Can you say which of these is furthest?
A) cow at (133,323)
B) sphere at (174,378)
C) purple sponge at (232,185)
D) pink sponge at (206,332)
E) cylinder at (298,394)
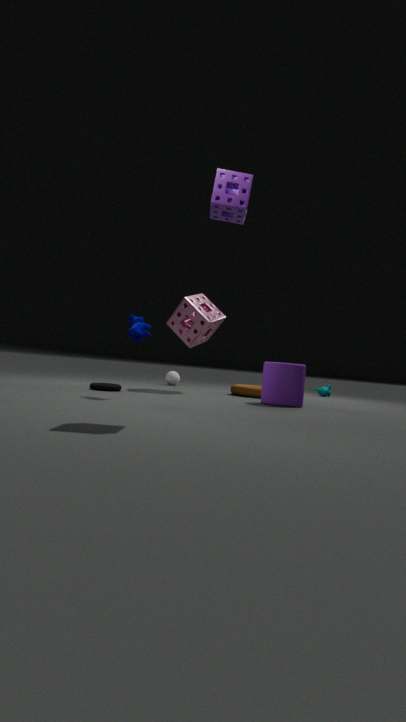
sphere at (174,378)
